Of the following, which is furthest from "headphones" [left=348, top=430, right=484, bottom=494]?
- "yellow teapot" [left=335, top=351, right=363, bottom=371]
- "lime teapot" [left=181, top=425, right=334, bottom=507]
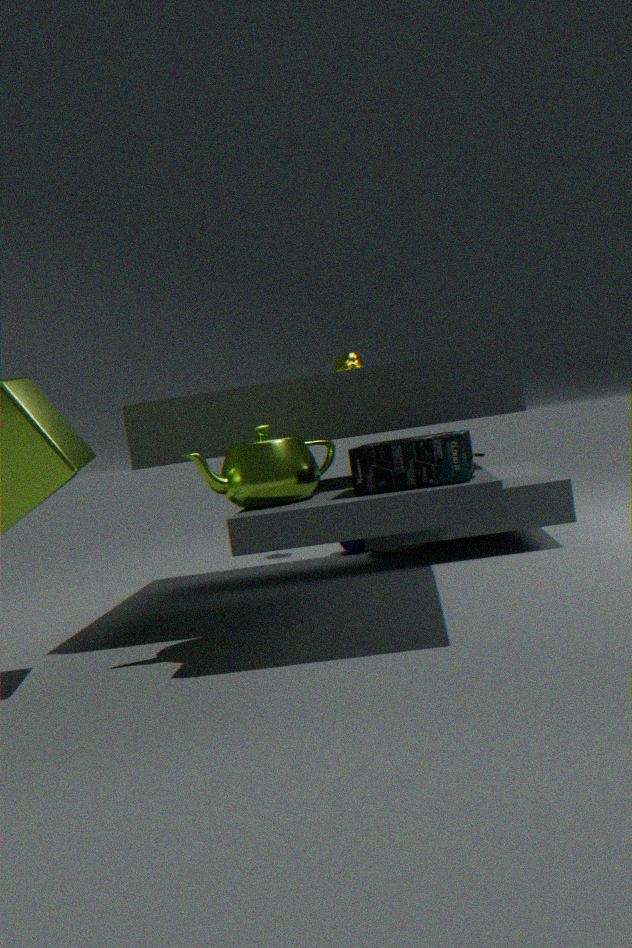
"yellow teapot" [left=335, top=351, right=363, bottom=371]
